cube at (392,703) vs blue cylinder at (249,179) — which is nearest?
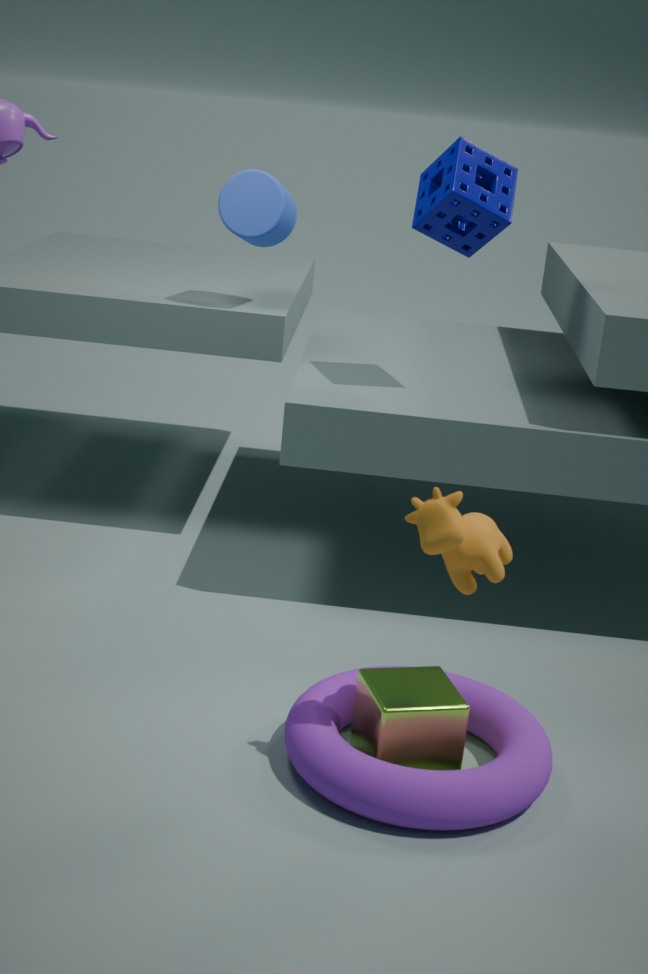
cube at (392,703)
